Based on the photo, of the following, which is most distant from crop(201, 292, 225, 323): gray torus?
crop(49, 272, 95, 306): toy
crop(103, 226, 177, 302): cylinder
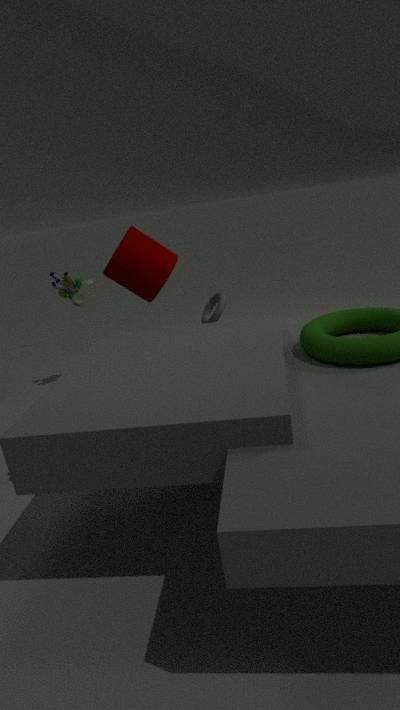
crop(49, 272, 95, 306): toy
